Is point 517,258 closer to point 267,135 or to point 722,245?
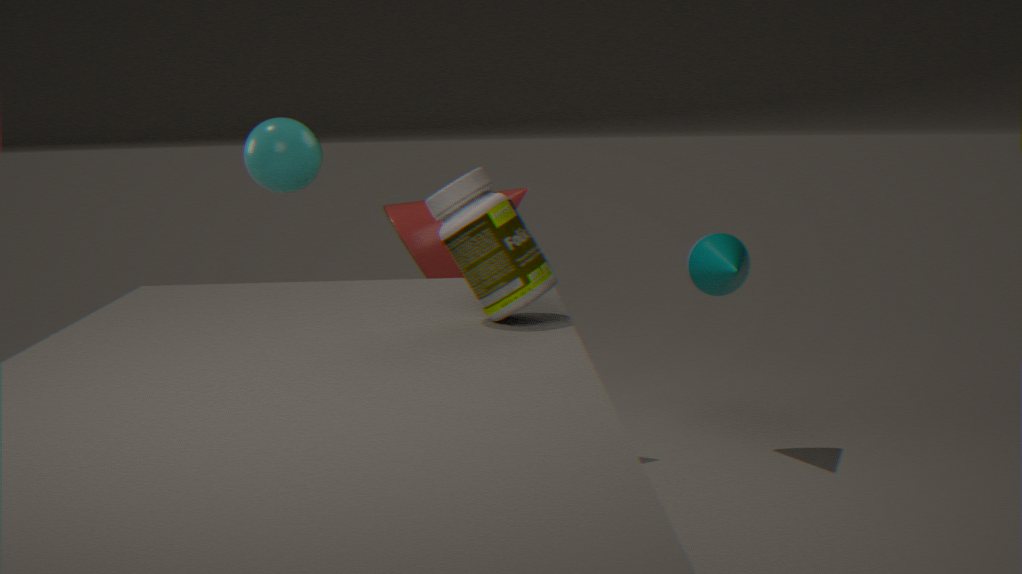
point 267,135
